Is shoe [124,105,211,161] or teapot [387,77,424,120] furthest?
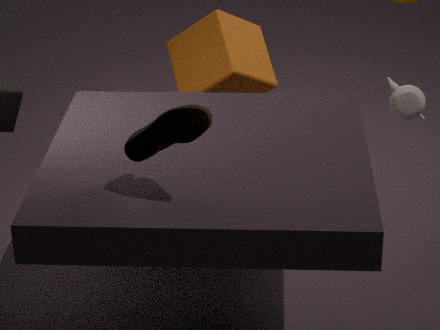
teapot [387,77,424,120]
